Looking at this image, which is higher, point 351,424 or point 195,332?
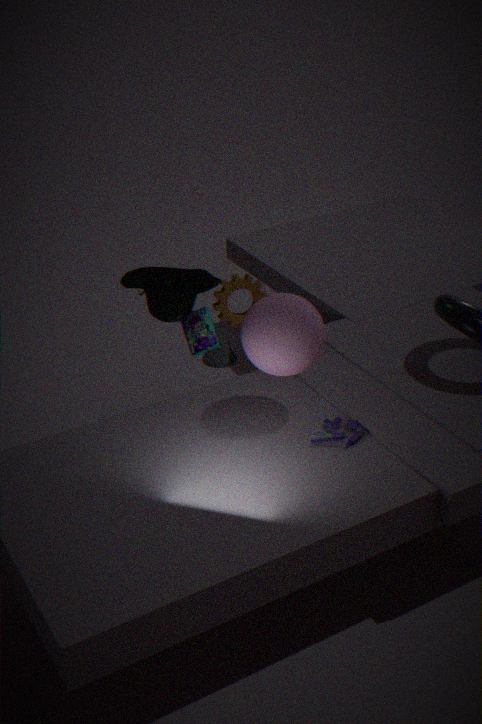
point 195,332
